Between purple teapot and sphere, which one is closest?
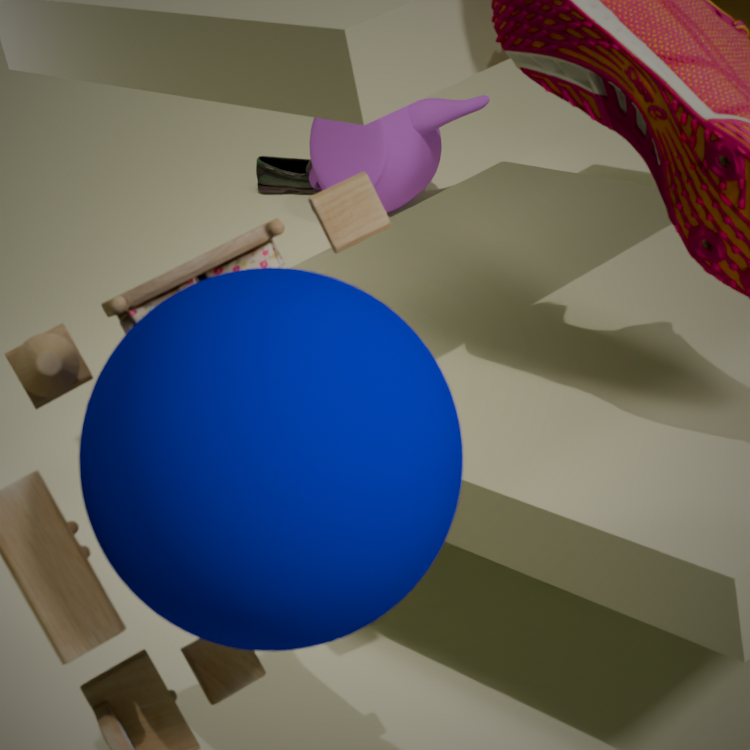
sphere
